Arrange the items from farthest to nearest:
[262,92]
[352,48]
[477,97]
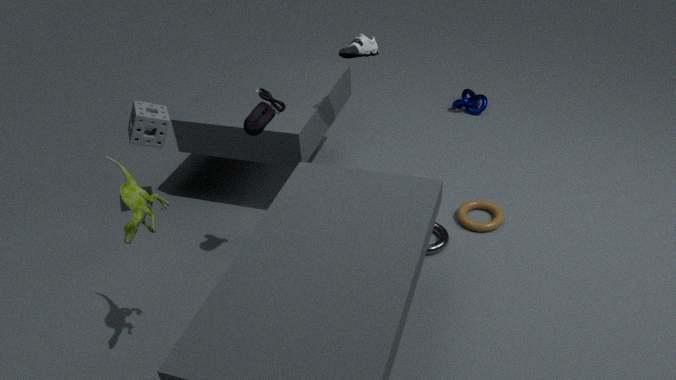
[477,97] → [352,48] → [262,92]
